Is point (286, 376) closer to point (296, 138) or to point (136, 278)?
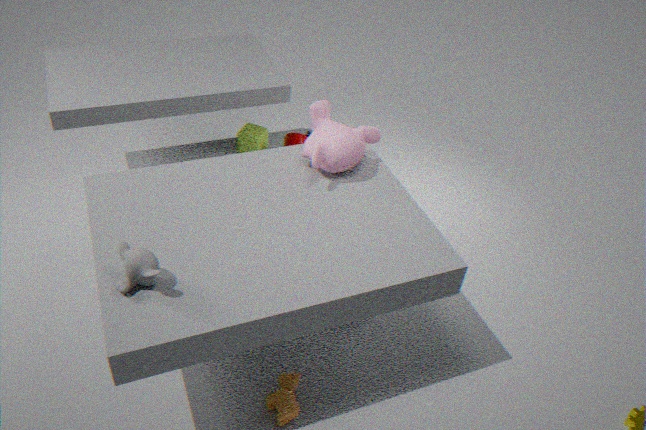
point (136, 278)
